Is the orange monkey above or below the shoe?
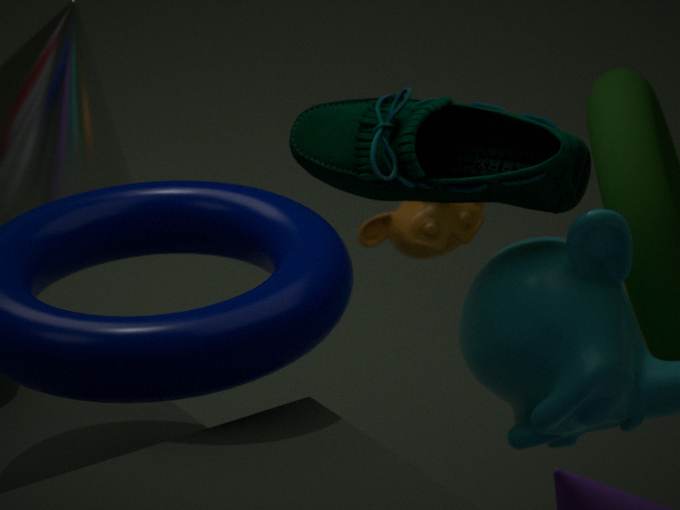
below
